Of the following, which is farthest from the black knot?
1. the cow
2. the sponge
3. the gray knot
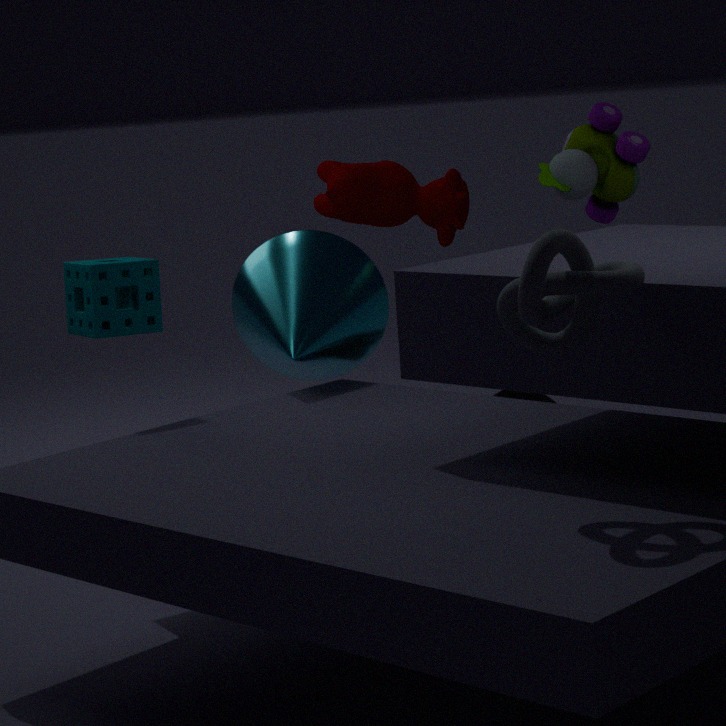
the gray knot
